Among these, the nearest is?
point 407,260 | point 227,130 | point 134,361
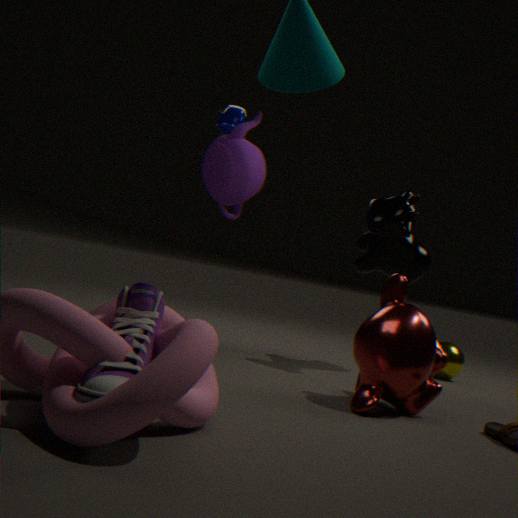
point 134,361
